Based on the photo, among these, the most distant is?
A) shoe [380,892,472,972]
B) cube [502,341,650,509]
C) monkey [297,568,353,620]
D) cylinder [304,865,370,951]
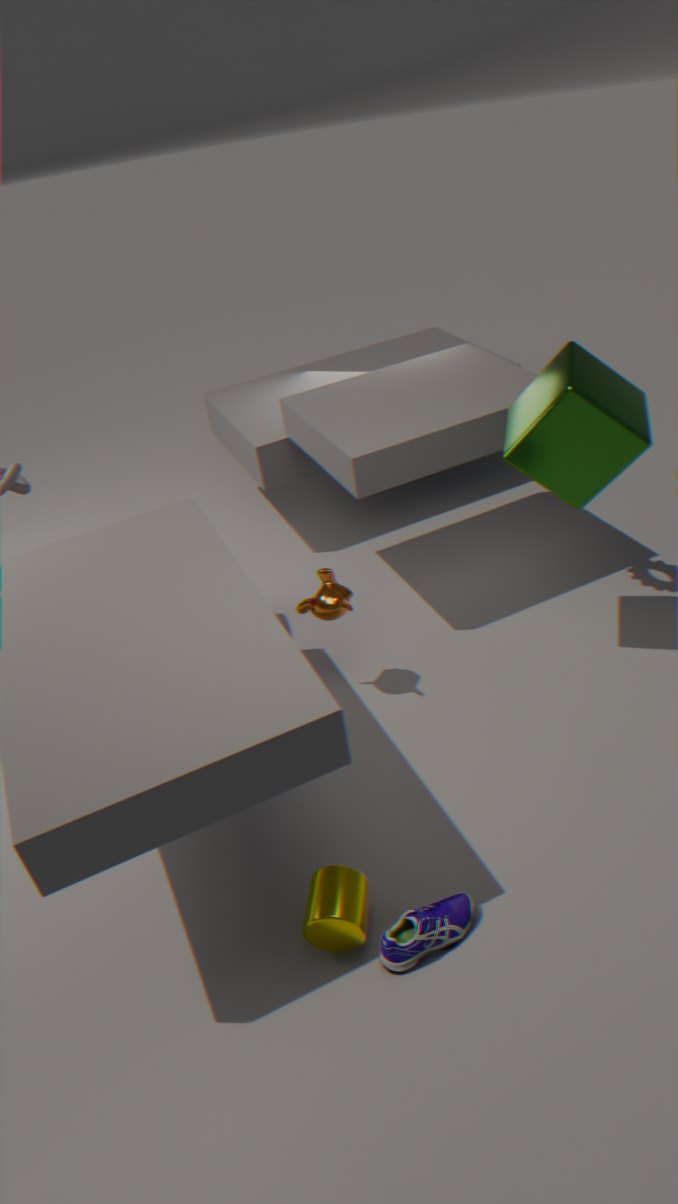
monkey [297,568,353,620]
